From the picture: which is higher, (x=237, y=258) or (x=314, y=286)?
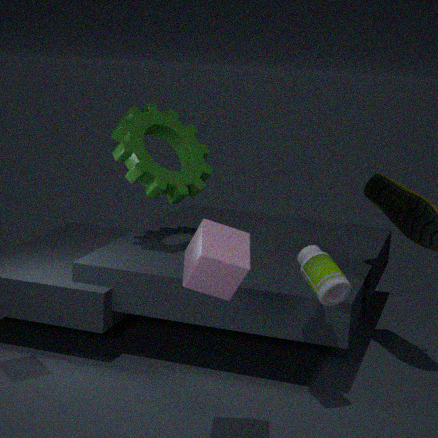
(x=237, y=258)
